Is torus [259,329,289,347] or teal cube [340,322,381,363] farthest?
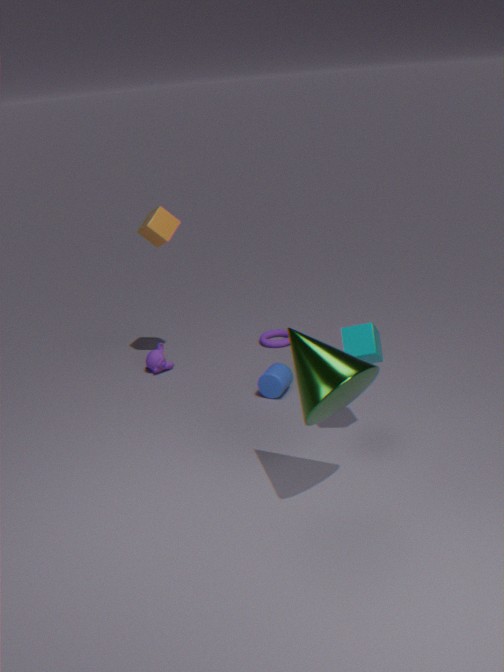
torus [259,329,289,347]
